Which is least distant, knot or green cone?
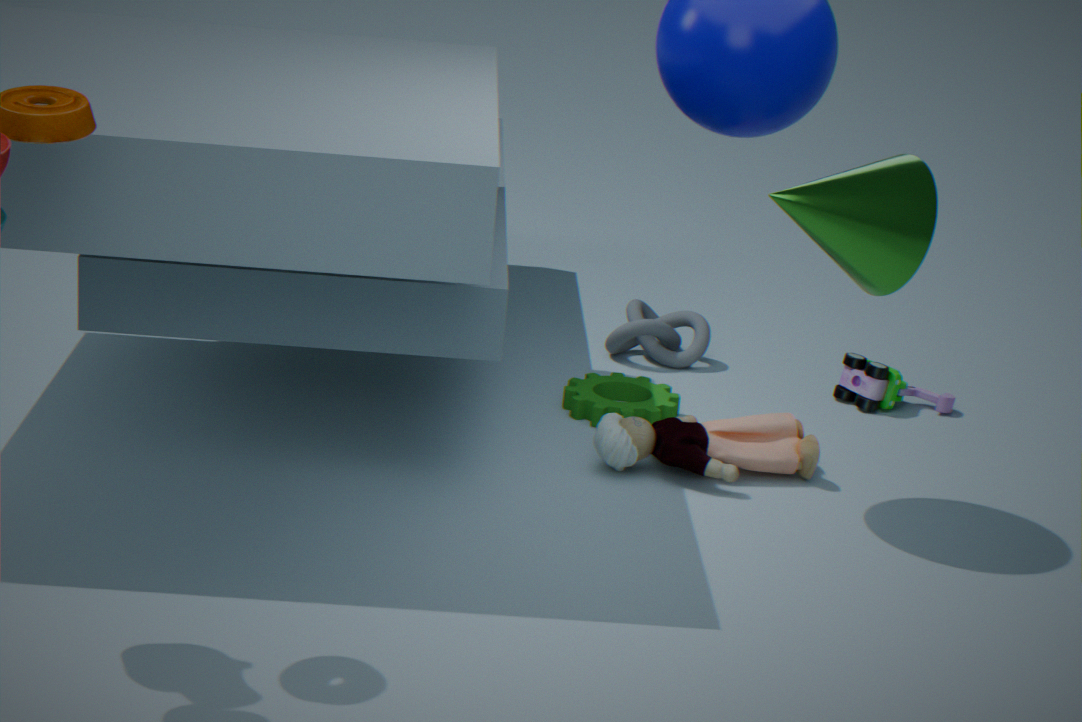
green cone
